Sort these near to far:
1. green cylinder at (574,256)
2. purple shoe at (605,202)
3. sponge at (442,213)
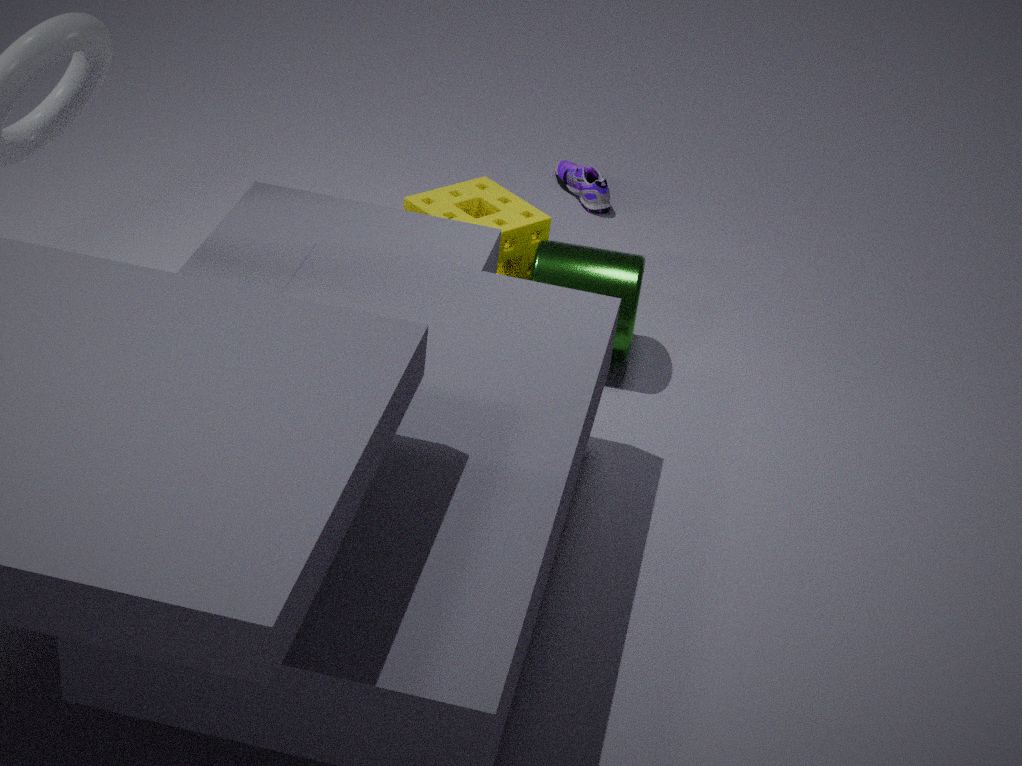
green cylinder at (574,256)
sponge at (442,213)
purple shoe at (605,202)
